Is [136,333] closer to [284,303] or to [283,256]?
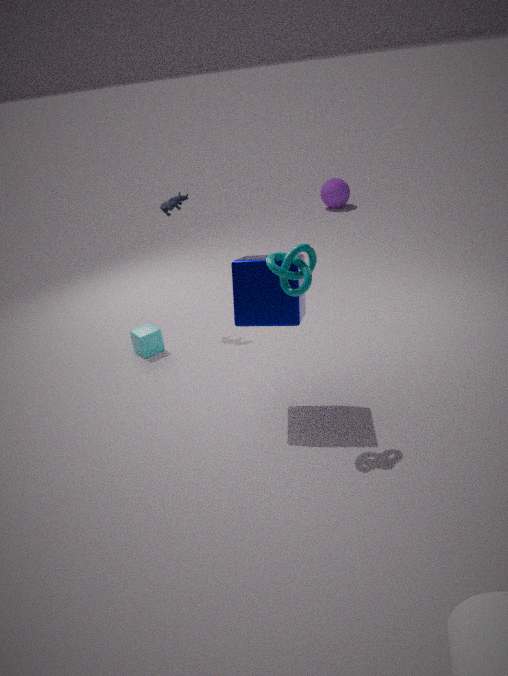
[284,303]
